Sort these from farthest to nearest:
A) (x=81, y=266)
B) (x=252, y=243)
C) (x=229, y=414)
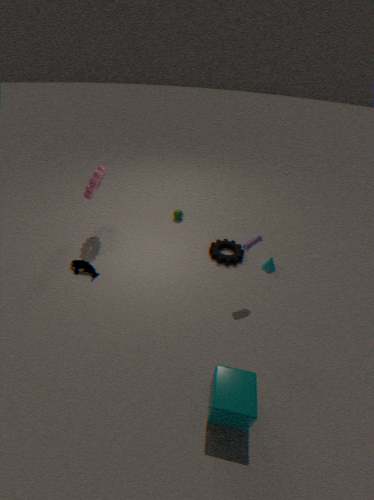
(x=81, y=266), (x=252, y=243), (x=229, y=414)
